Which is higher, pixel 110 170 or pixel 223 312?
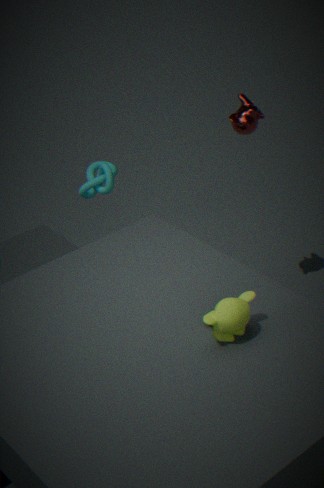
pixel 223 312
